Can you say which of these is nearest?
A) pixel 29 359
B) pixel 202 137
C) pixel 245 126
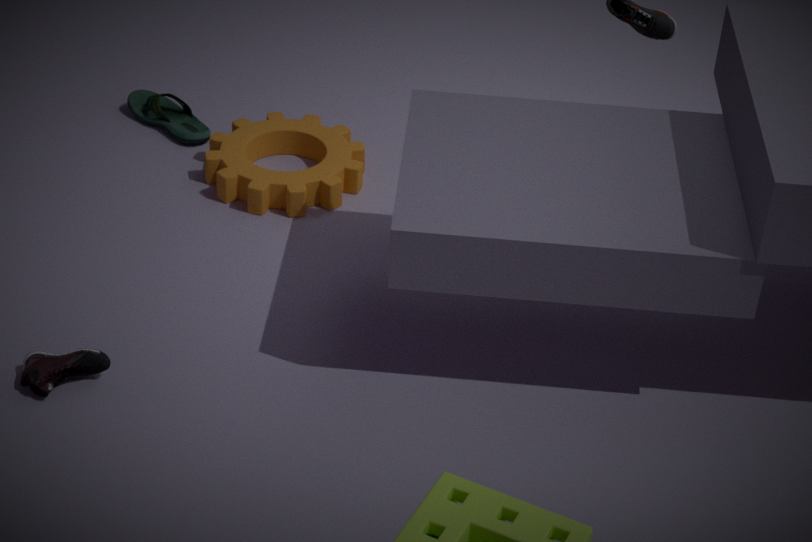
pixel 29 359
